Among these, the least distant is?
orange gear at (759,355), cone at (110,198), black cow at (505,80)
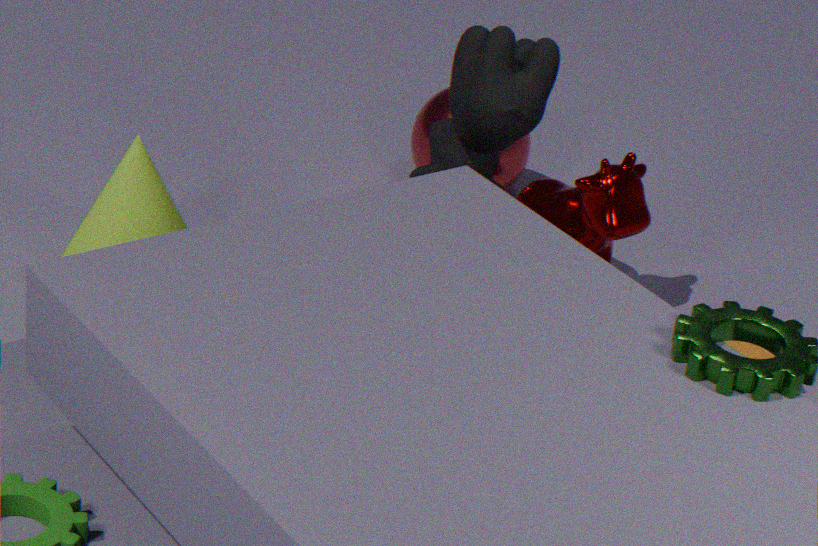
black cow at (505,80)
